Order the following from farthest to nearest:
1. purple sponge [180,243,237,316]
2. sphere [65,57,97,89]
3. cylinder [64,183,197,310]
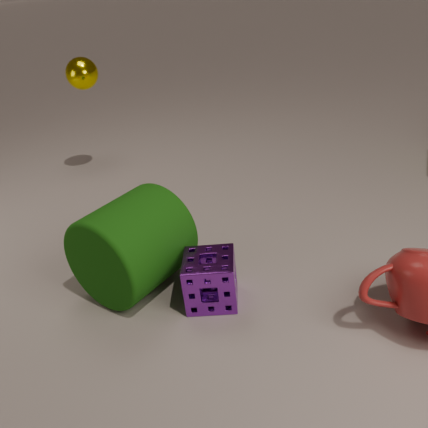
sphere [65,57,97,89] → purple sponge [180,243,237,316] → cylinder [64,183,197,310]
